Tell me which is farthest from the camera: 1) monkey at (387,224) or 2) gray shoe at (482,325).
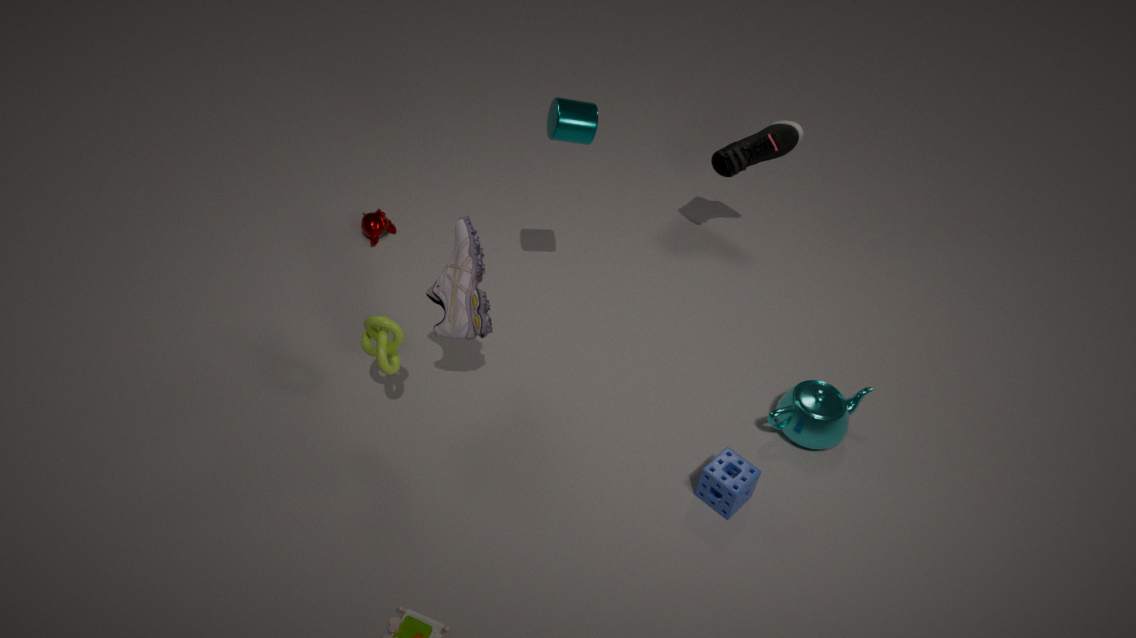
1. monkey at (387,224)
